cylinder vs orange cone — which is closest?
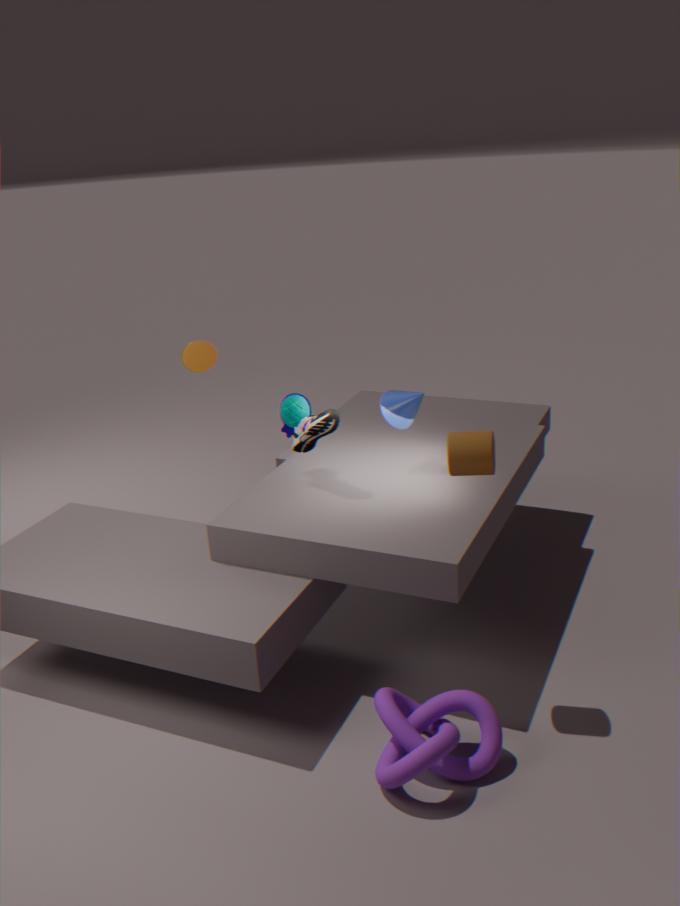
cylinder
